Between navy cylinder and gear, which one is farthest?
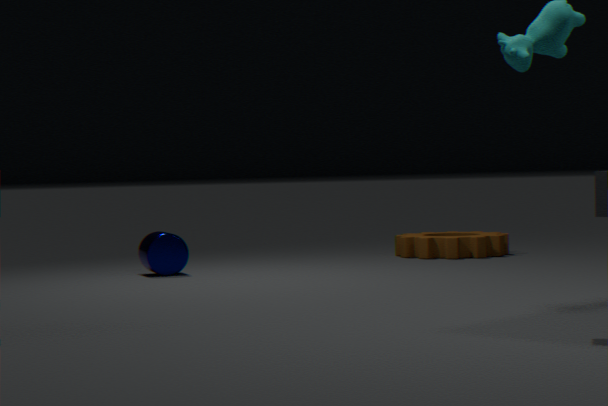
gear
